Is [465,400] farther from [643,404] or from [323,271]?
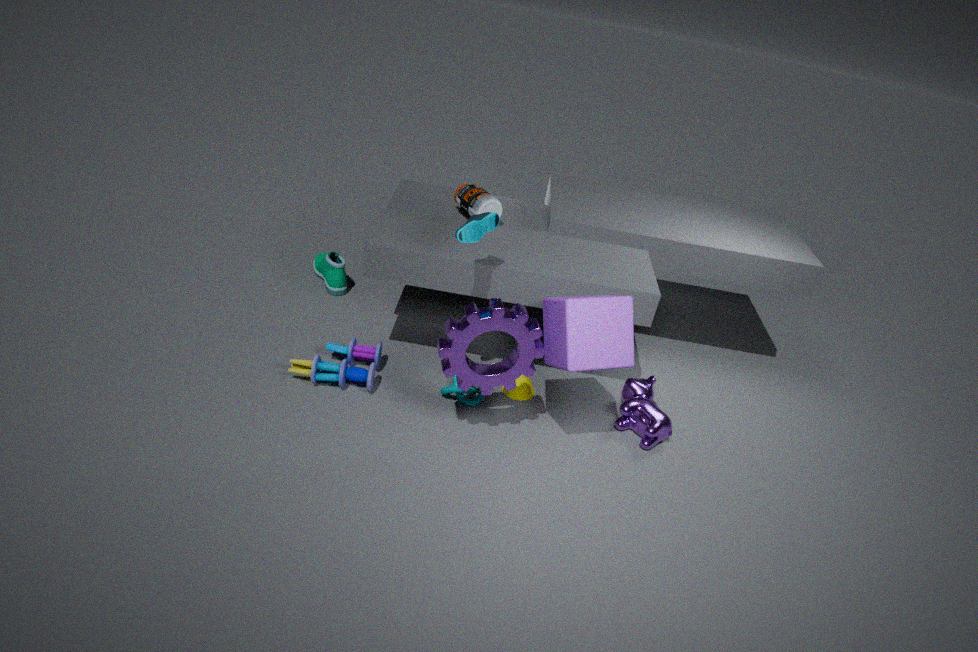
[323,271]
